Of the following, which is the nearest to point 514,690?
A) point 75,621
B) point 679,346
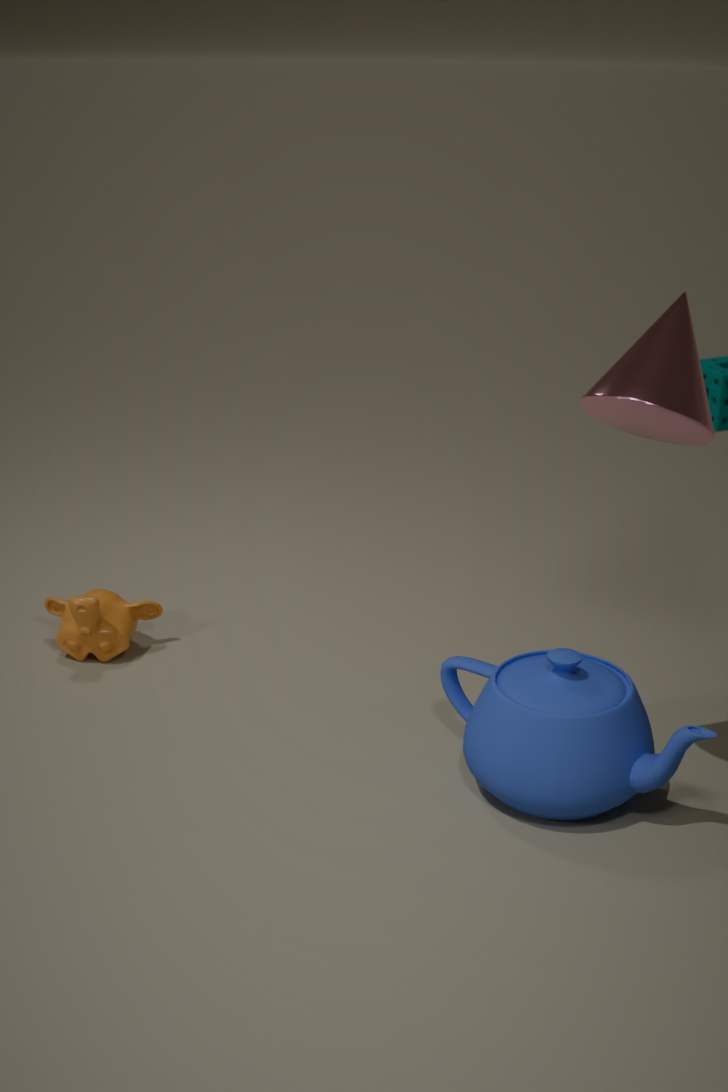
point 679,346
